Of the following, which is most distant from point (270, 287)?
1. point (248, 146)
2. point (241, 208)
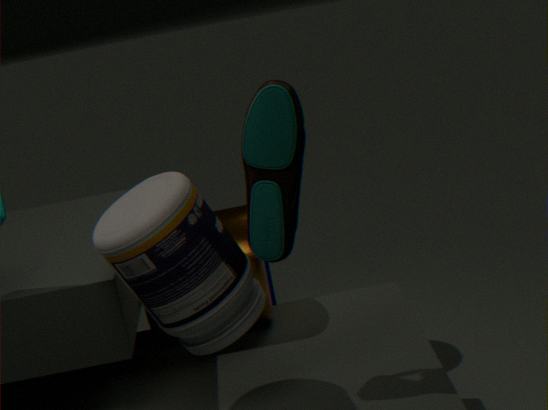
point (248, 146)
